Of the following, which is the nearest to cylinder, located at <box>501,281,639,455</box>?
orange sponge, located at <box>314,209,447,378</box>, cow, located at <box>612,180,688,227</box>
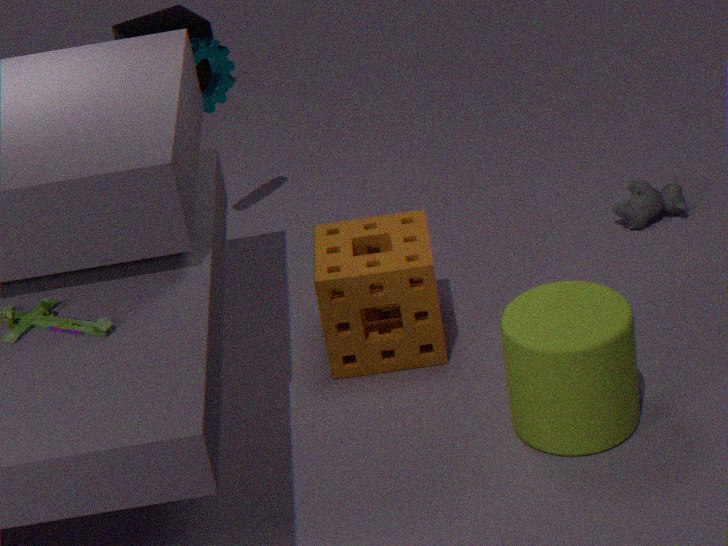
orange sponge, located at <box>314,209,447,378</box>
